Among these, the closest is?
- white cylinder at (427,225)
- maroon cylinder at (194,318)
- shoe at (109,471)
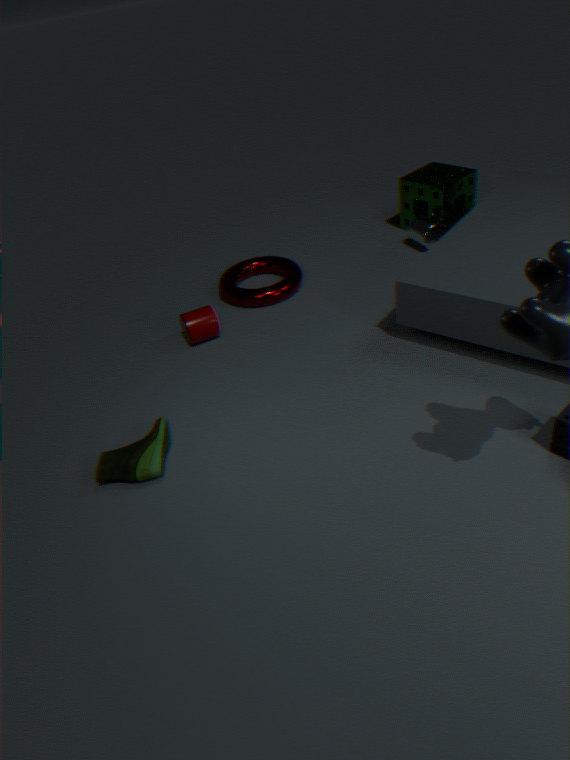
shoe at (109,471)
